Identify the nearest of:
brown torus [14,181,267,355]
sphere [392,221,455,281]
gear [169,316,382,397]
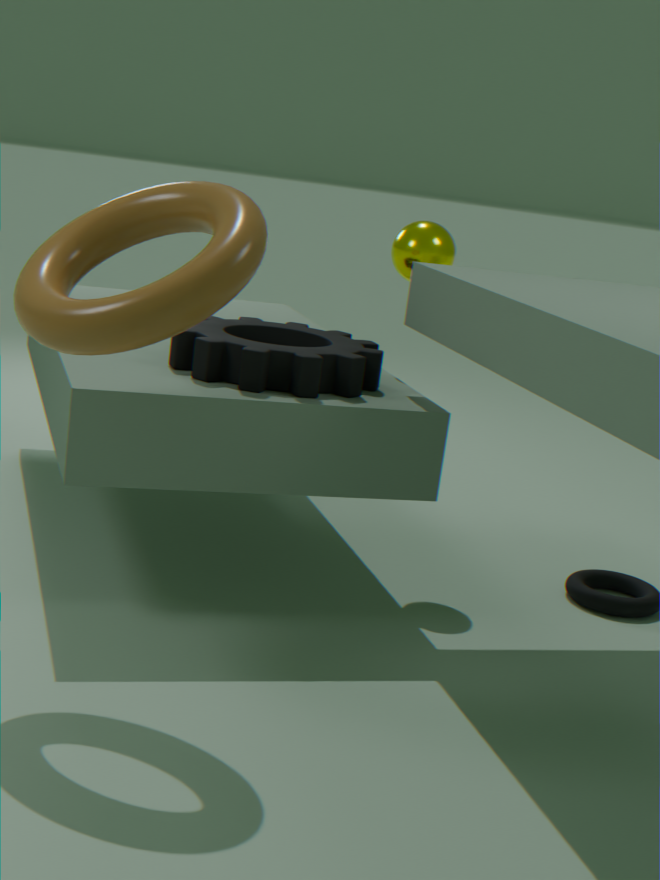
brown torus [14,181,267,355]
